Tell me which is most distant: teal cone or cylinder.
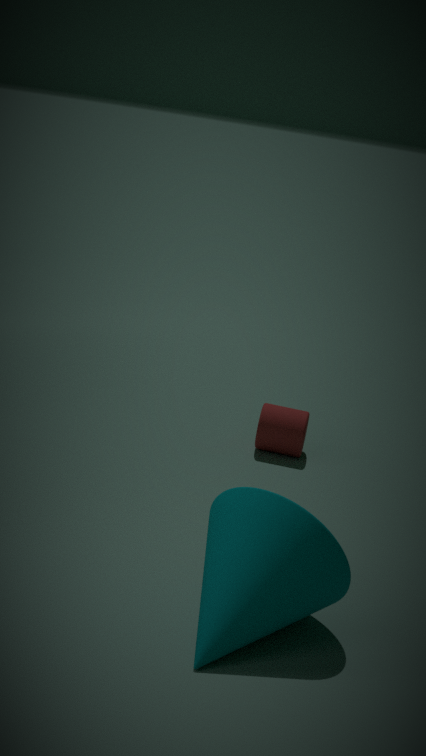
cylinder
